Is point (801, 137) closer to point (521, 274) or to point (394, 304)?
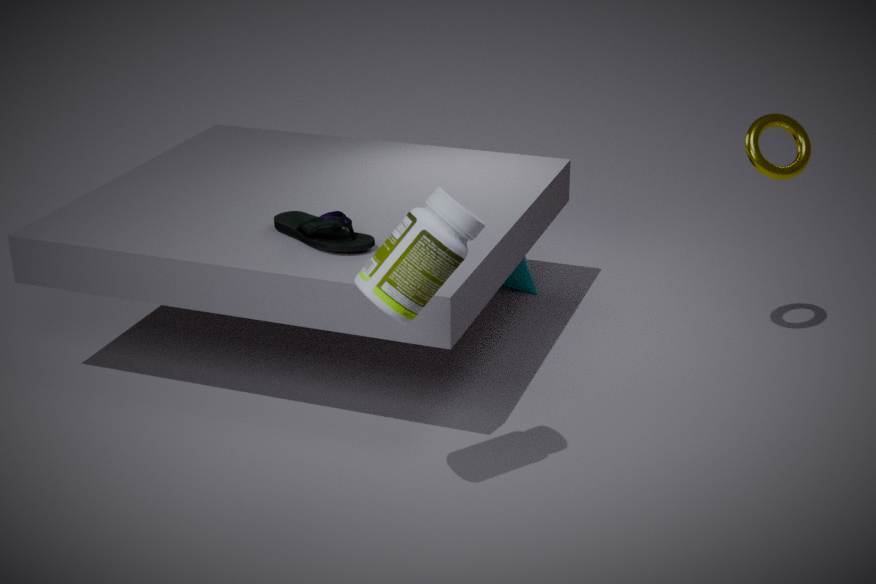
point (521, 274)
